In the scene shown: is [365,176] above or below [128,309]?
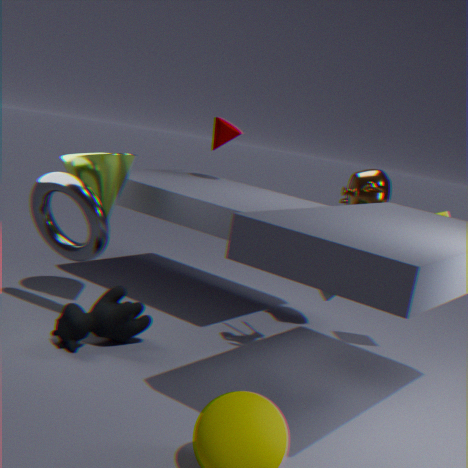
above
